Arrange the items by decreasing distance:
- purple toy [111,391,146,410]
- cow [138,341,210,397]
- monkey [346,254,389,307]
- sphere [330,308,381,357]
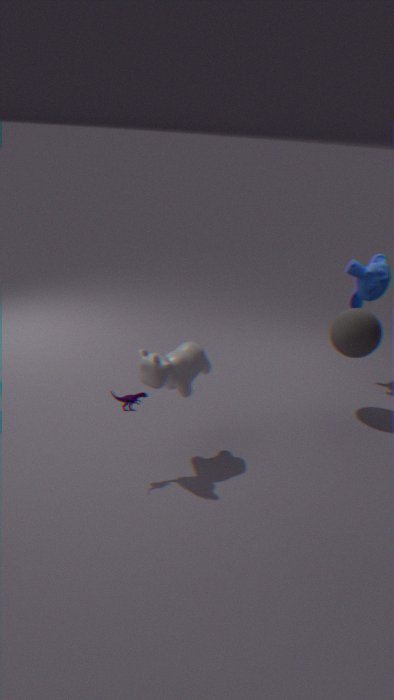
monkey [346,254,389,307]
sphere [330,308,381,357]
purple toy [111,391,146,410]
cow [138,341,210,397]
